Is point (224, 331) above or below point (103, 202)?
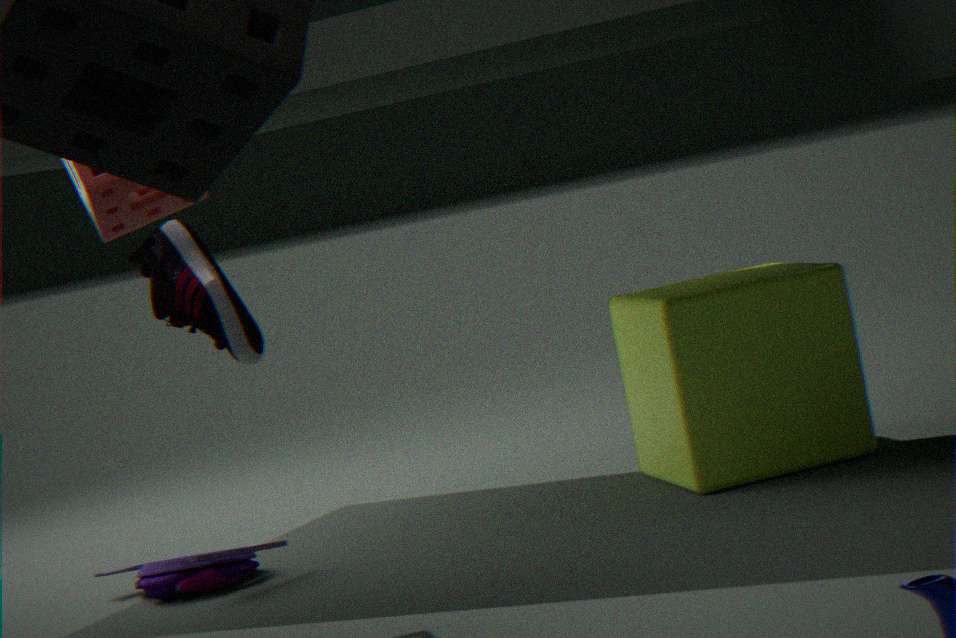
below
